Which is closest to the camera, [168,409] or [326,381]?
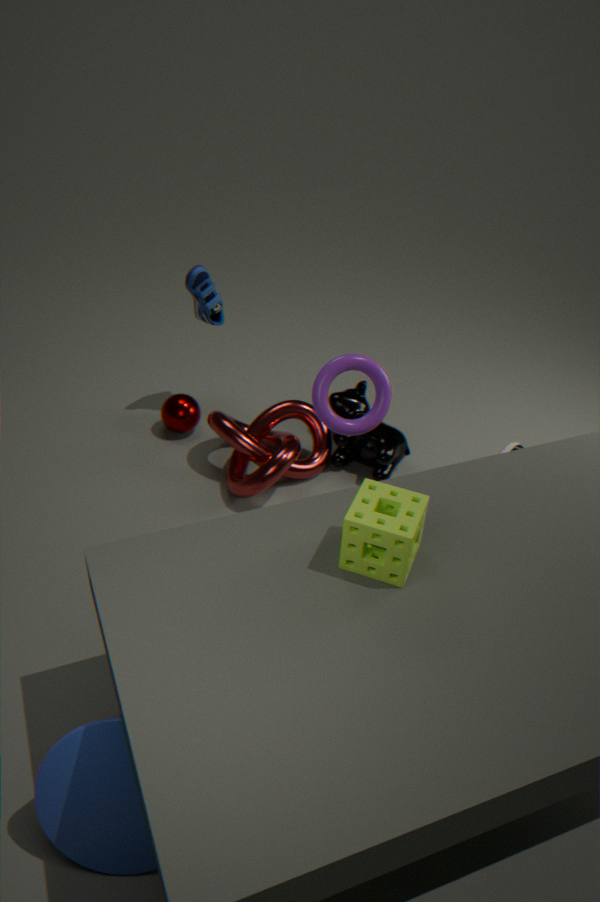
[326,381]
